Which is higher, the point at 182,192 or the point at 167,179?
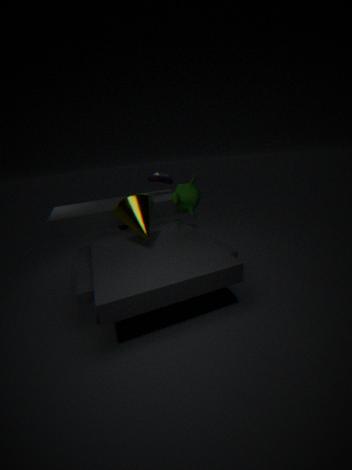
the point at 167,179
